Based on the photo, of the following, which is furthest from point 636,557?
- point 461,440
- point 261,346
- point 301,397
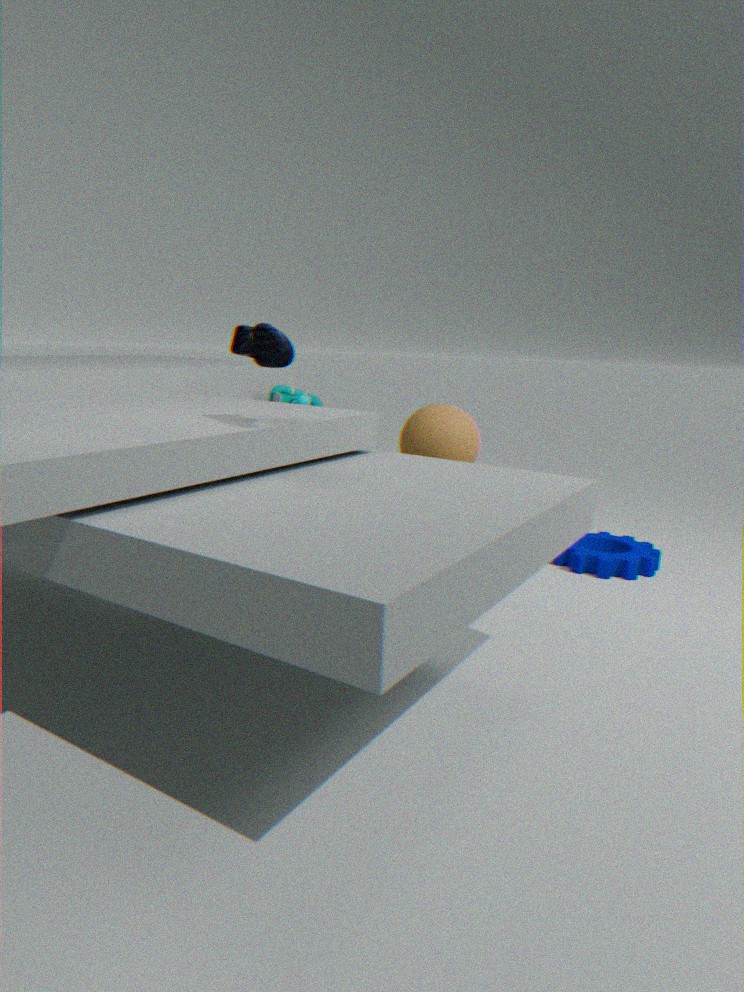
point 261,346
